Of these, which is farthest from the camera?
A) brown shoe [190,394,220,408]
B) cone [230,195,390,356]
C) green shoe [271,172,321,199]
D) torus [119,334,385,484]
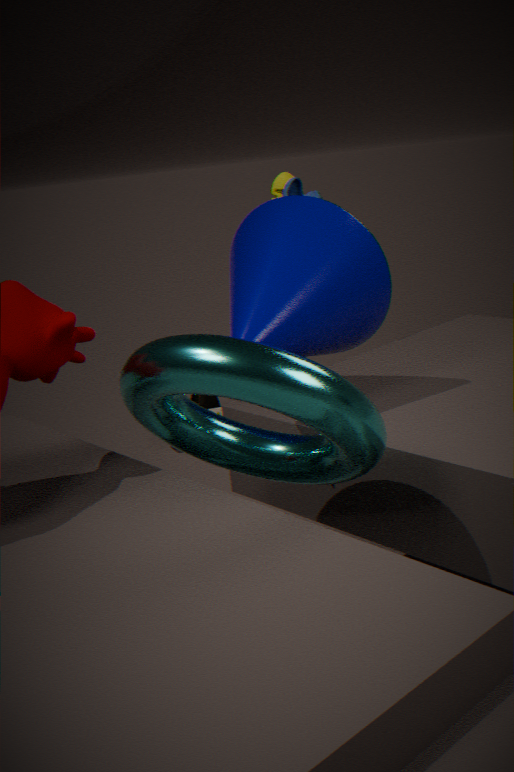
brown shoe [190,394,220,408]
